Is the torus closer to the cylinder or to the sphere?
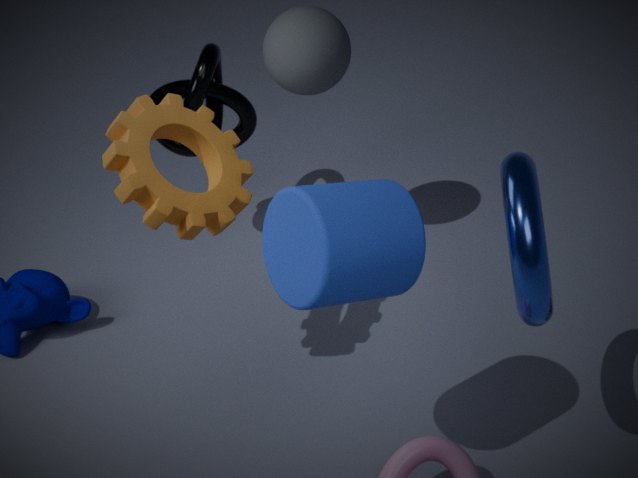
the cylinder
